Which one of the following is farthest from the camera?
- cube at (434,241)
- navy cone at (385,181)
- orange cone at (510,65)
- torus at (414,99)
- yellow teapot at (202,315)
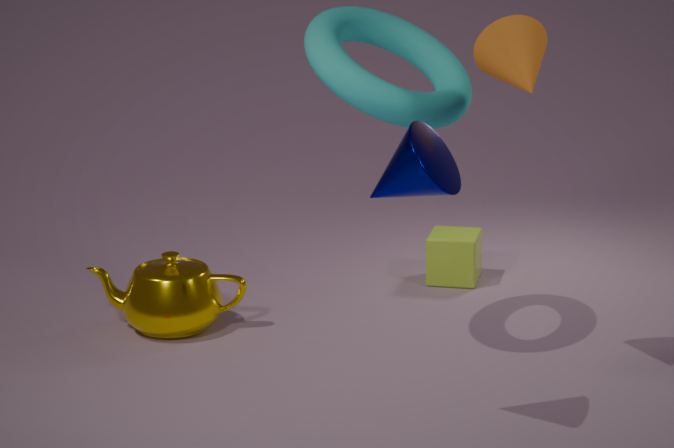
cube at (434,241)
